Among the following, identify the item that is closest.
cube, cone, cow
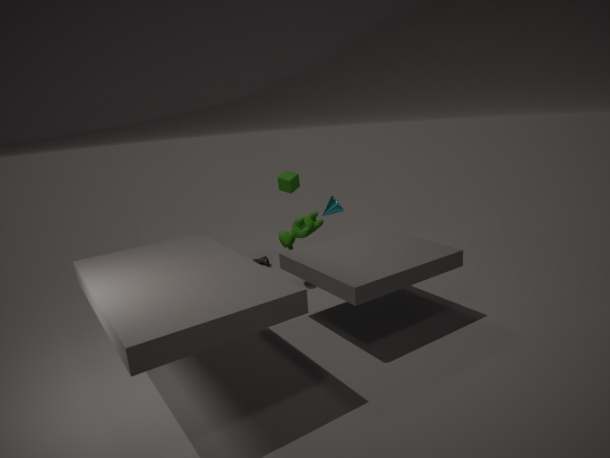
cone
